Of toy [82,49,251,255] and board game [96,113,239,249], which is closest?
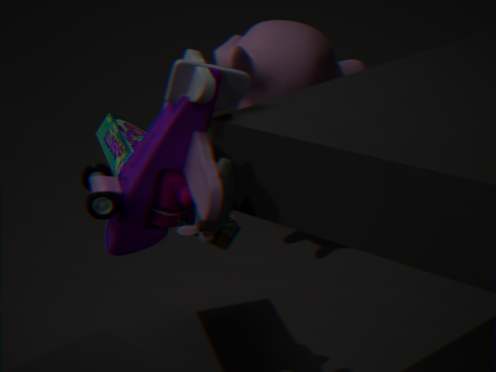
toy [82,49,251,255]
